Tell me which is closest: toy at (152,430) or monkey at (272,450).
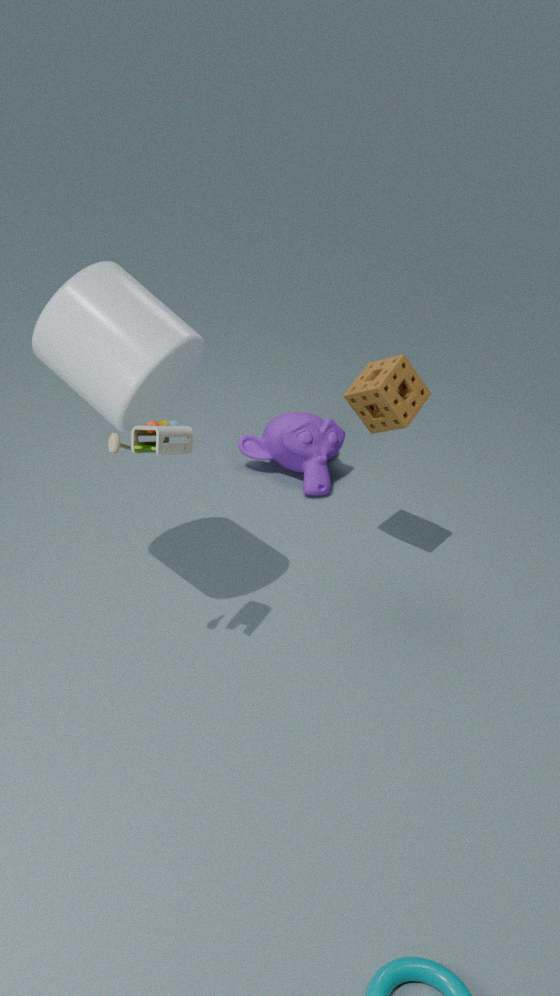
toy at (152,430)
